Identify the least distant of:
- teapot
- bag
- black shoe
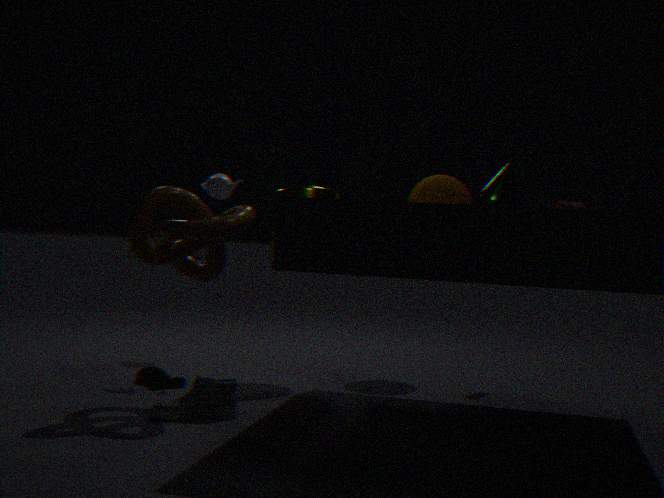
black shoe
